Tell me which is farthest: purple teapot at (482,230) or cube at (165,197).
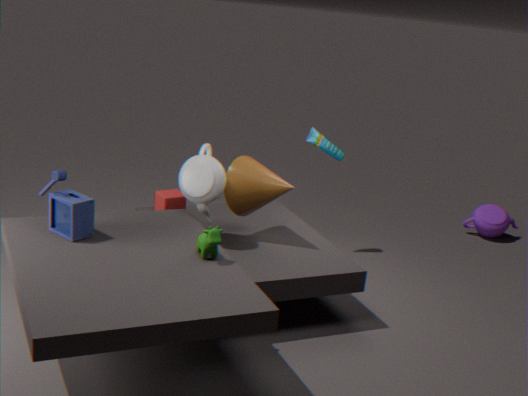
purple teapot at (482,230)
